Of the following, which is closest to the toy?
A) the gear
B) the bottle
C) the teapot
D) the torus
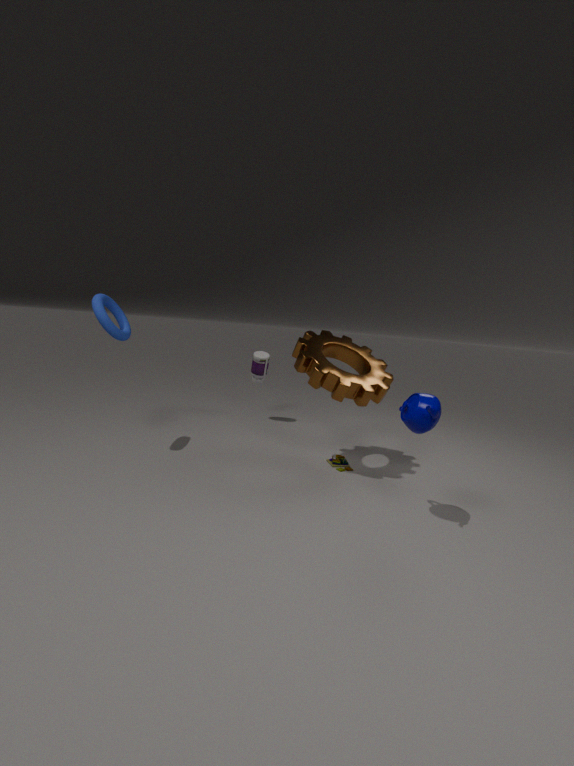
the gear
